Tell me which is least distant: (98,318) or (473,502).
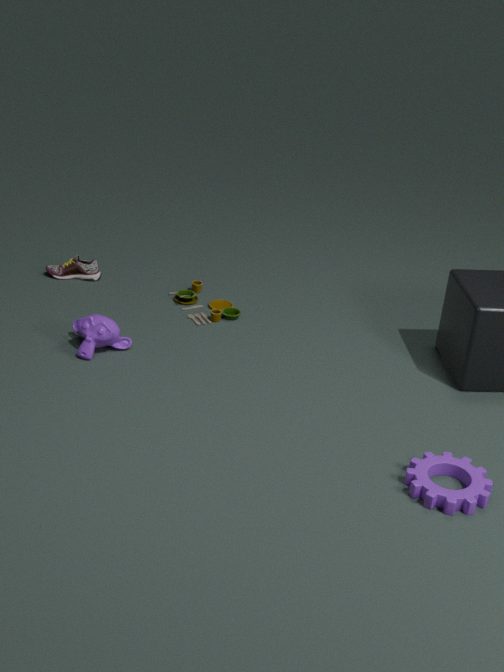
(473,502)
